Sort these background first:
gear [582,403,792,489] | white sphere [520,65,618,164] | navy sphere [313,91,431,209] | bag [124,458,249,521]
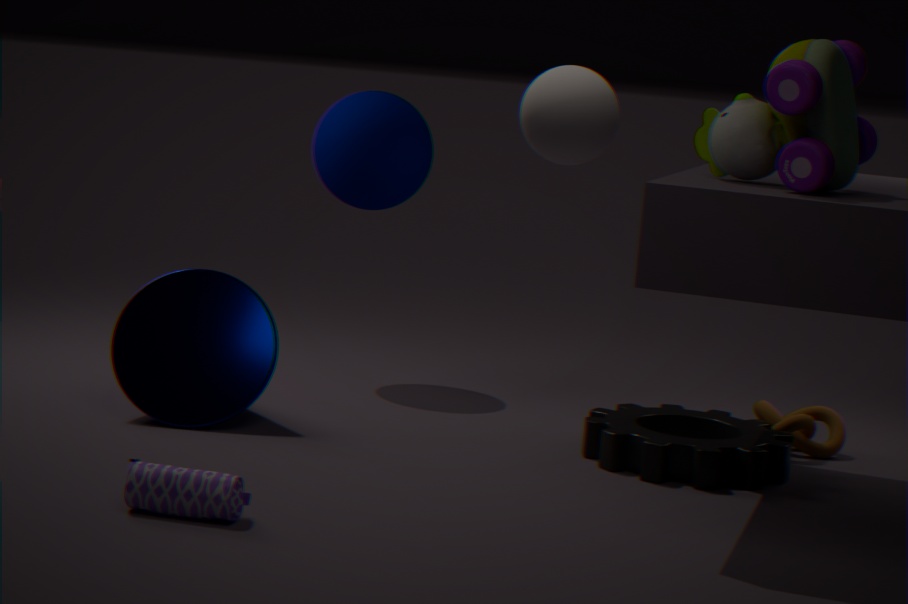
navy sphere [313,91,431,209]
gear [582,403,792,489]
bag [124,458,249,521]
white sphere [520,65,618,164]
